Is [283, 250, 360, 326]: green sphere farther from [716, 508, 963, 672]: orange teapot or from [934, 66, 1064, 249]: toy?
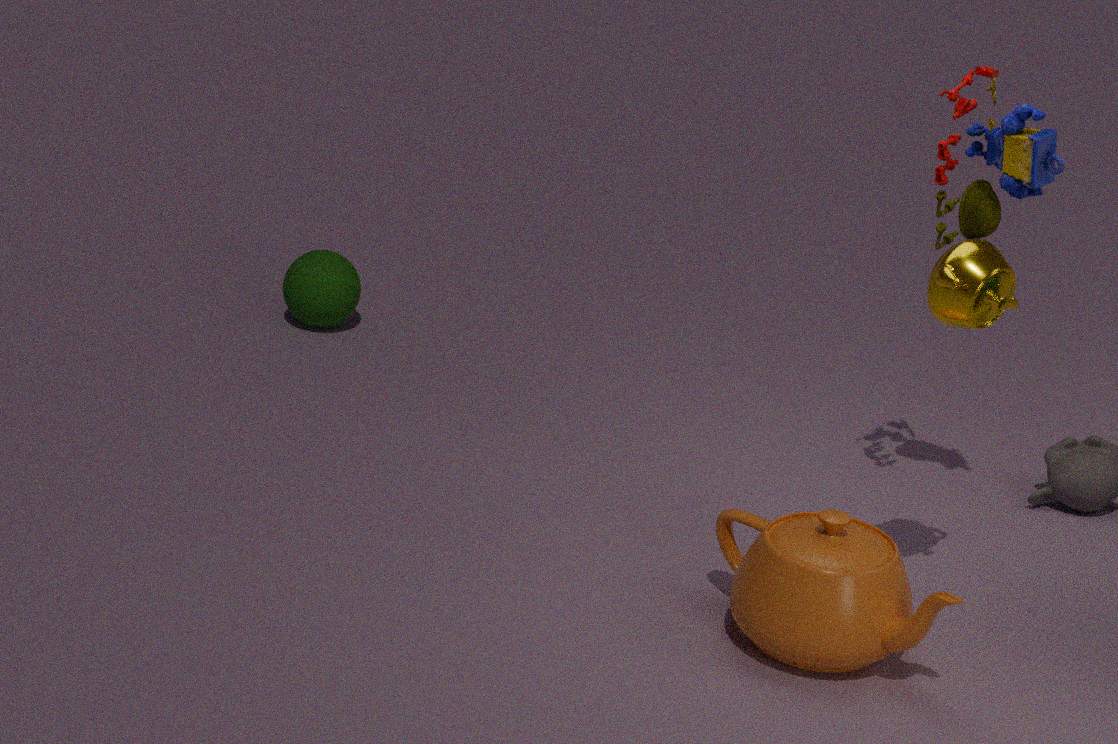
[934, 66, 1064, 249]: toy
